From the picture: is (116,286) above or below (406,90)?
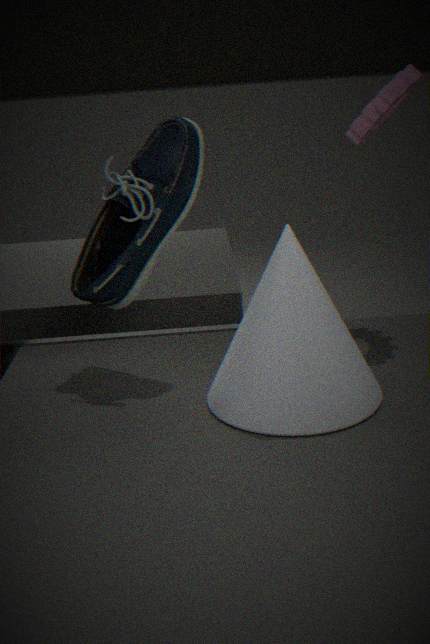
below
